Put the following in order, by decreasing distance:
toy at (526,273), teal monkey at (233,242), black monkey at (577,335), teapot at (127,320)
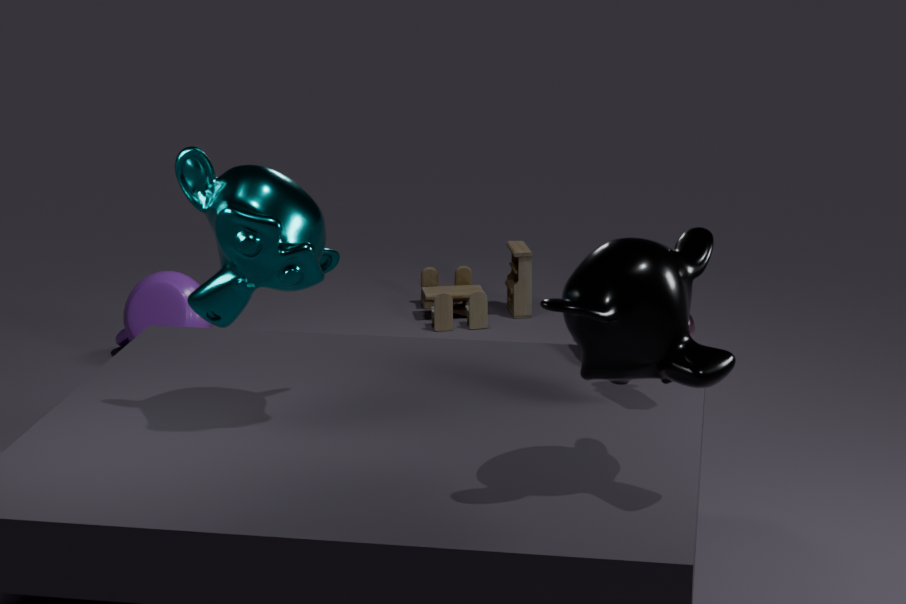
toy at (526,273) < teapot at (127,320) < teal monkey at (233,242) < black monkey at (577,335)
